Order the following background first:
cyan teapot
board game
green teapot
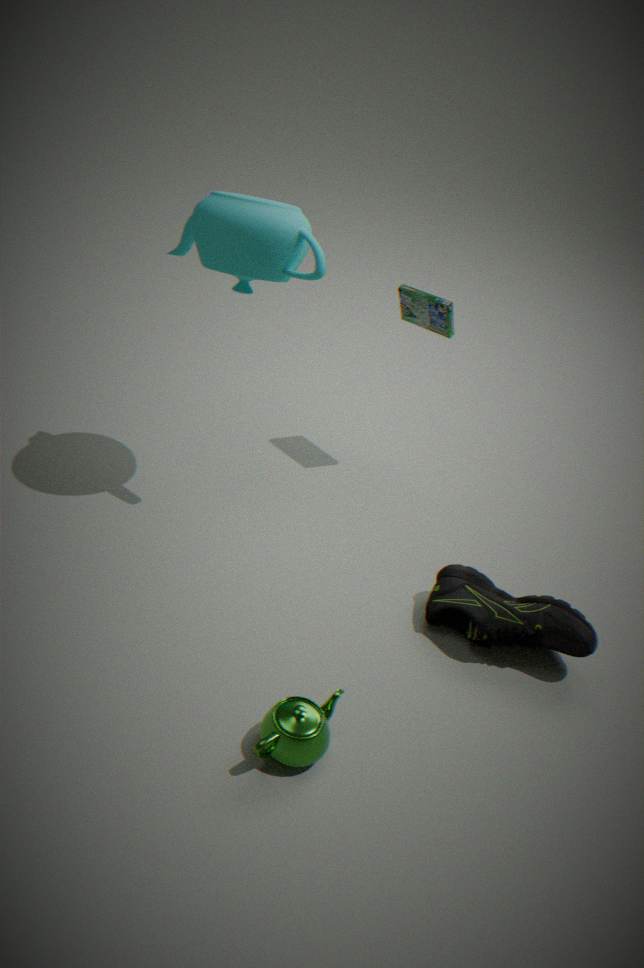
board game, cyan teapot, green teapot
